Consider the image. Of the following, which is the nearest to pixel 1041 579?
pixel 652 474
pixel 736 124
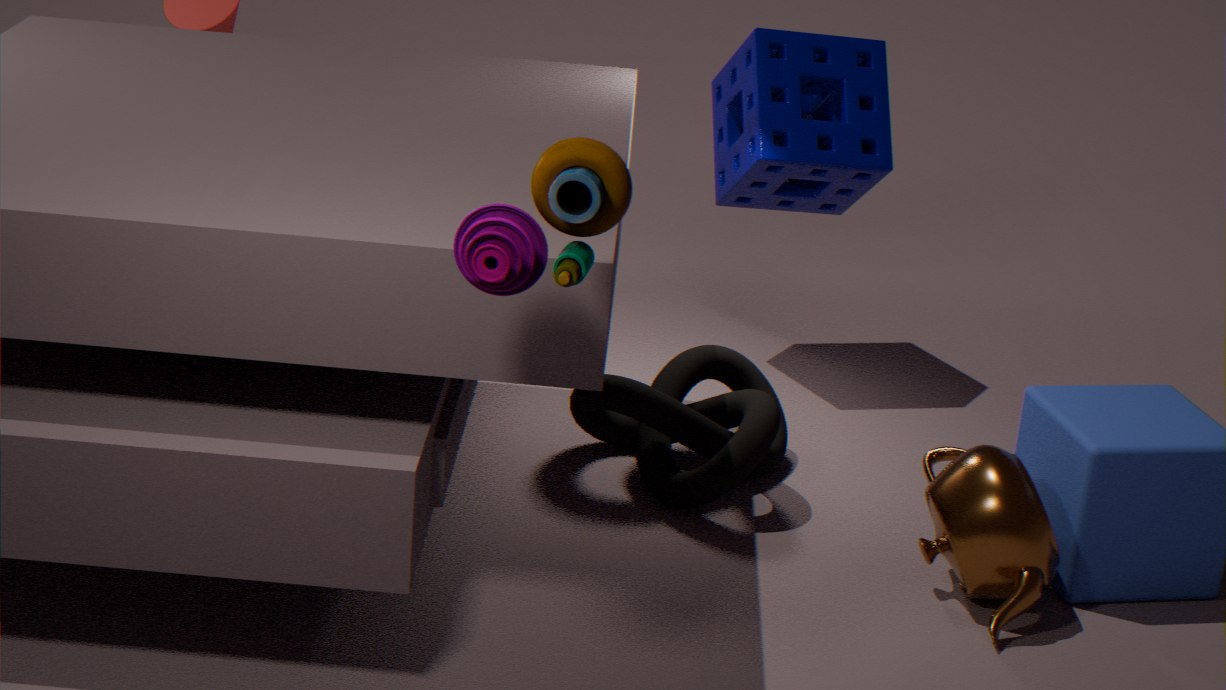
pixel 652 474
